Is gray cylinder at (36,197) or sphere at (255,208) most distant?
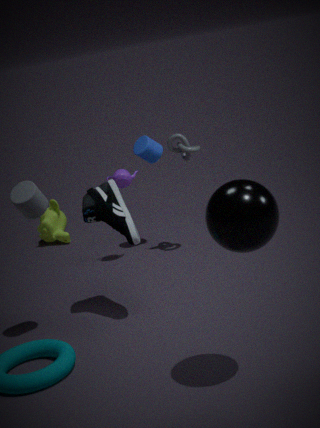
gray cylinder at (36,197)
